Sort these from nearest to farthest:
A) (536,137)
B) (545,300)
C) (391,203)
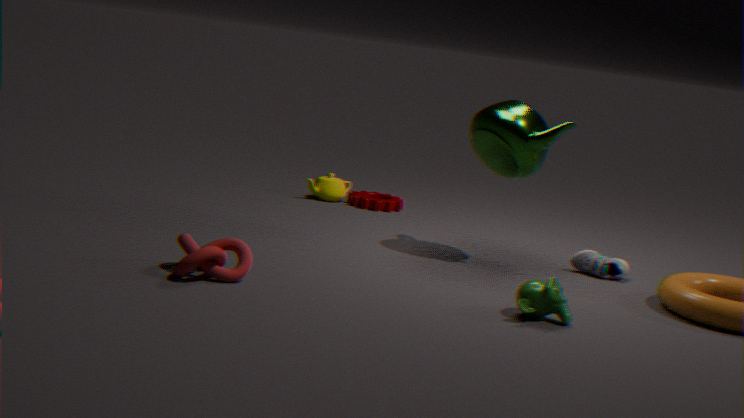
(545,300) → (536,137) → (391,203)
